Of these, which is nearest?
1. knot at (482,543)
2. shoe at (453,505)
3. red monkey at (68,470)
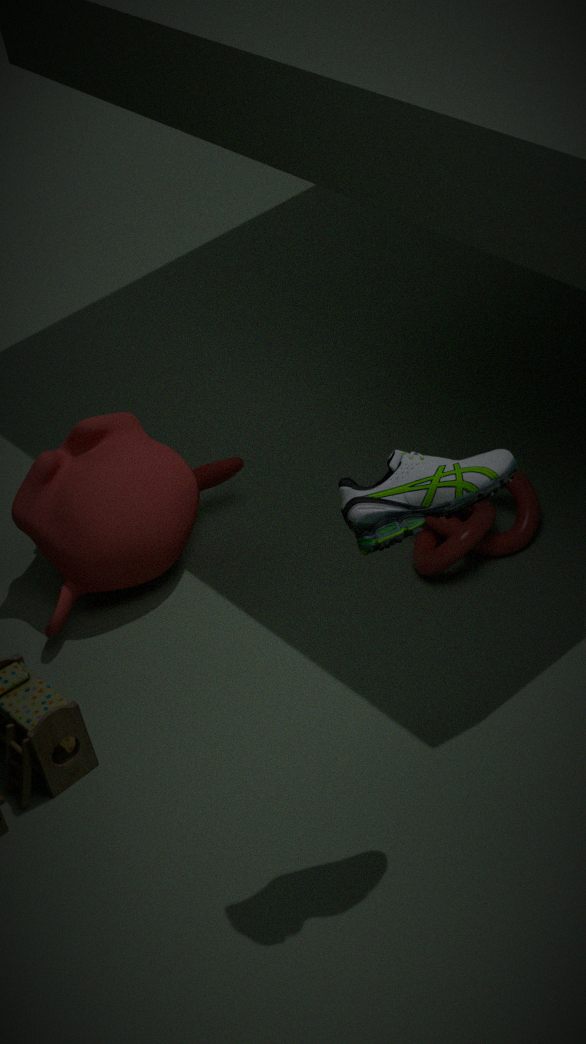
shoe at (453,505)
